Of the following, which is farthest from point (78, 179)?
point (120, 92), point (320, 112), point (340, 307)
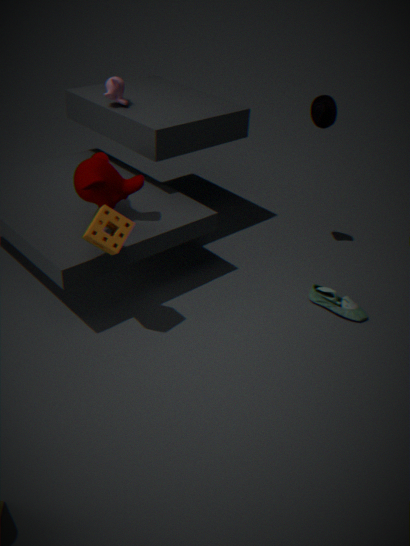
point (340, 307)
